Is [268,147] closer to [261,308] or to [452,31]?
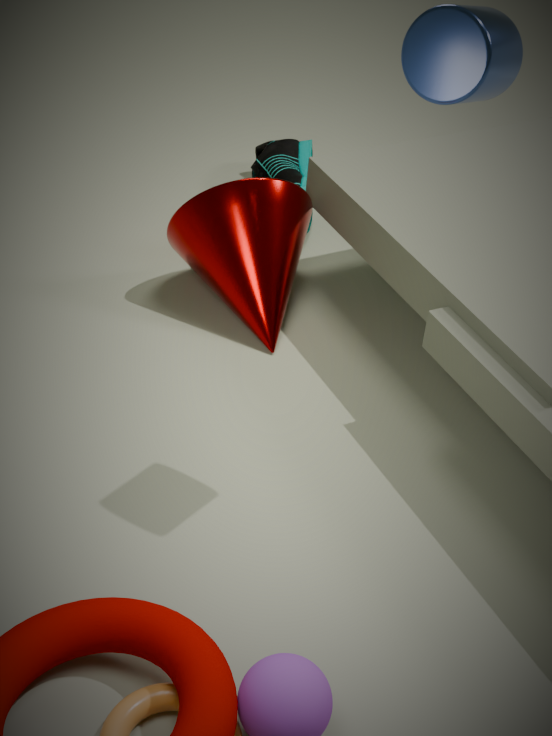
[261,308]
